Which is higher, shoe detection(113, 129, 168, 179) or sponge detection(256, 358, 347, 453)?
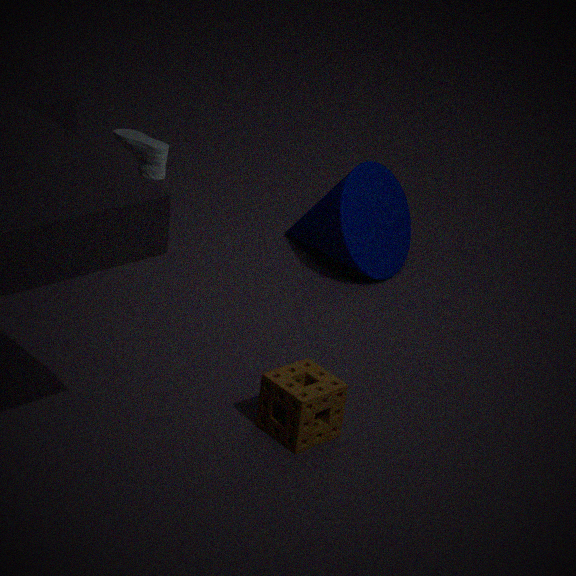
shoe detection(113, 129, 168, 179)
